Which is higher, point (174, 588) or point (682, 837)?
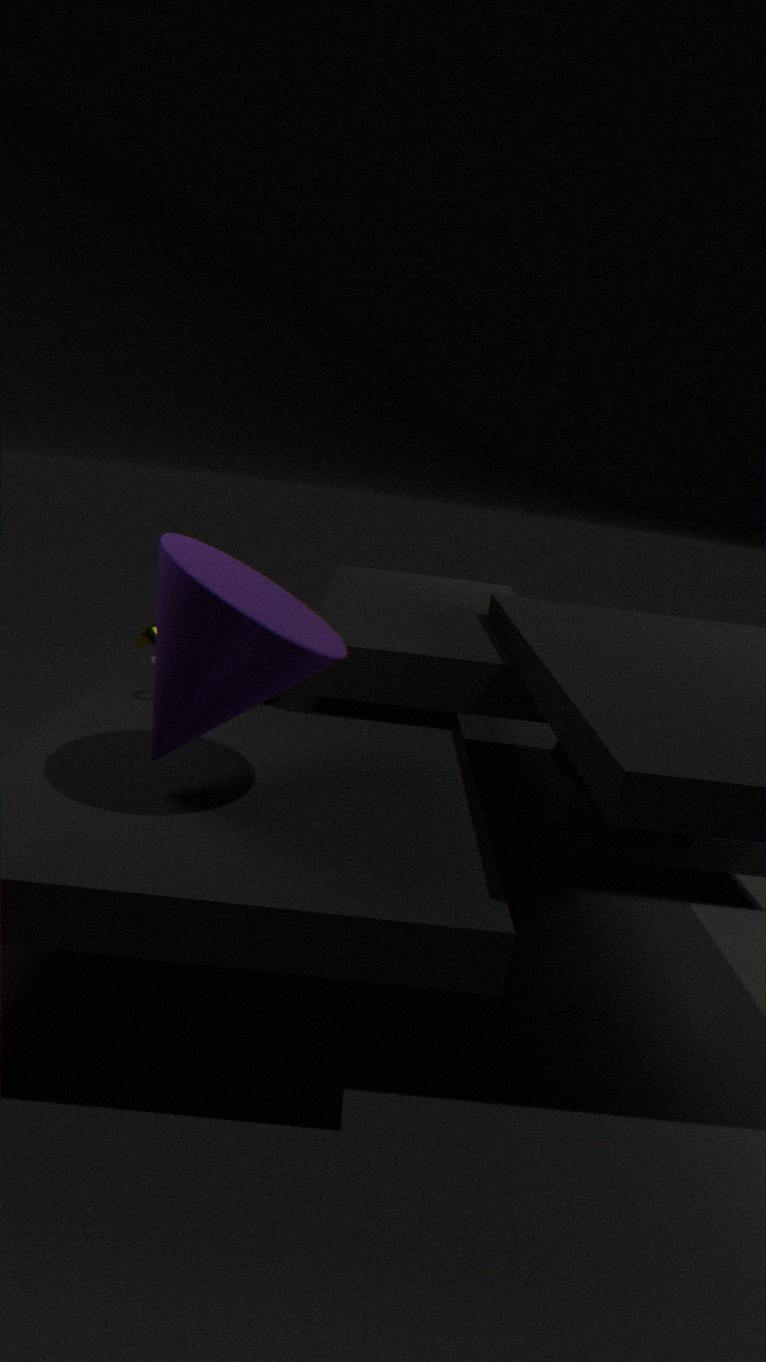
point (174, 588)
